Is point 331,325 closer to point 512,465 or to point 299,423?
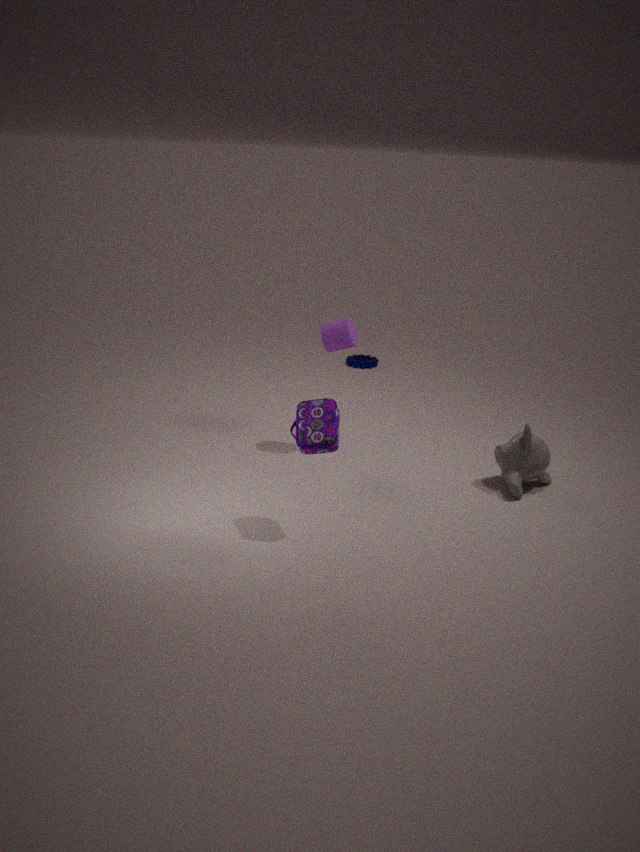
point 299,423
